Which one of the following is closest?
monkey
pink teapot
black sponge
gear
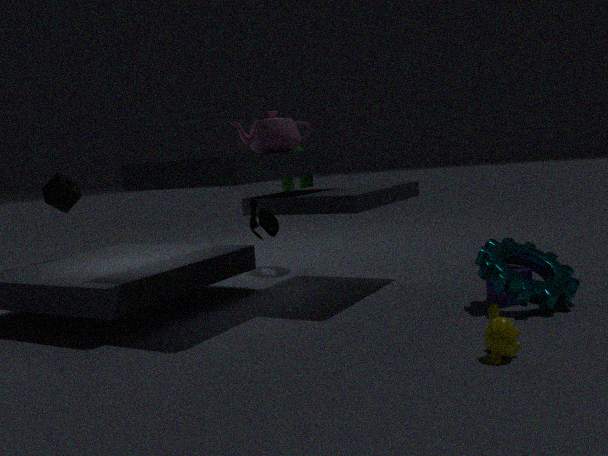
monkey
